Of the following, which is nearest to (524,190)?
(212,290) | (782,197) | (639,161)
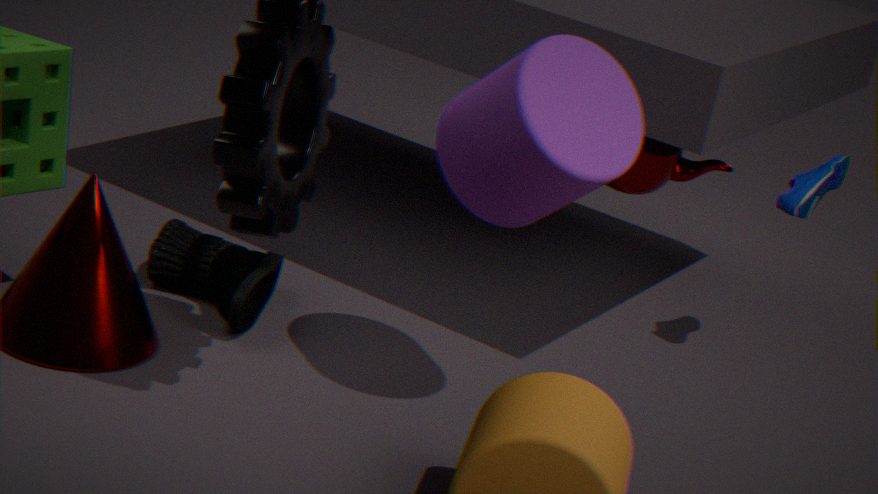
(639,161)
